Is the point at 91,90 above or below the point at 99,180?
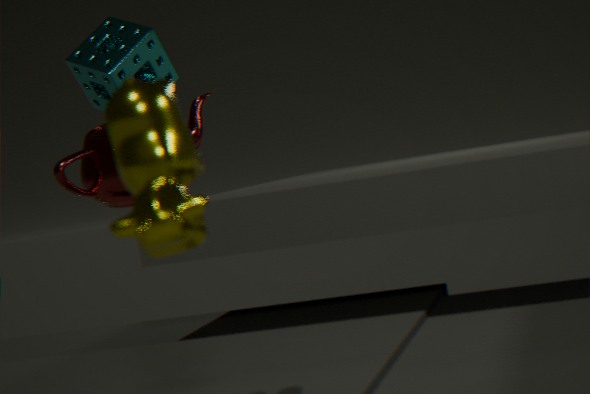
above
